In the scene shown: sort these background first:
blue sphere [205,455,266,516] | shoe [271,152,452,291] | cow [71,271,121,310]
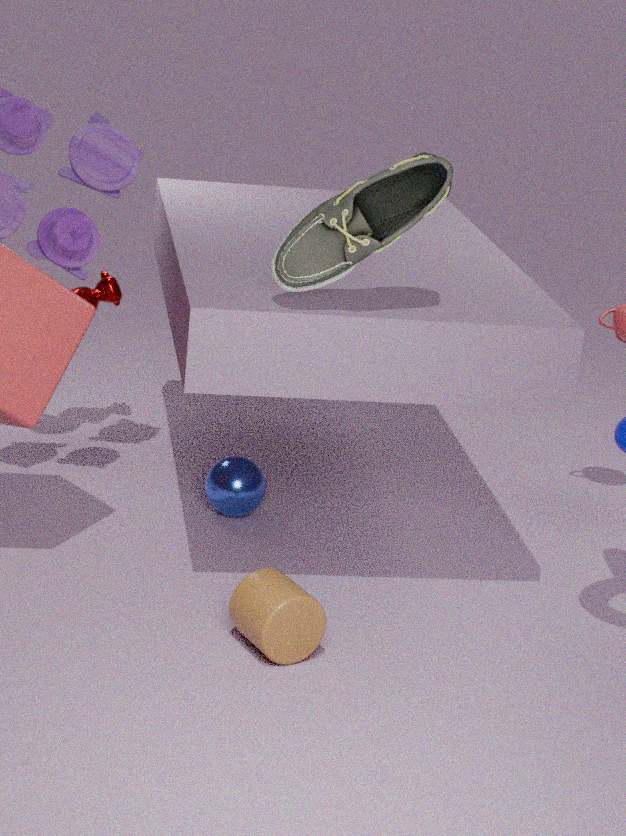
cow [71,271,121,310] < blue sphere [205,455,266,516] < shoe [271,152,452,291]
